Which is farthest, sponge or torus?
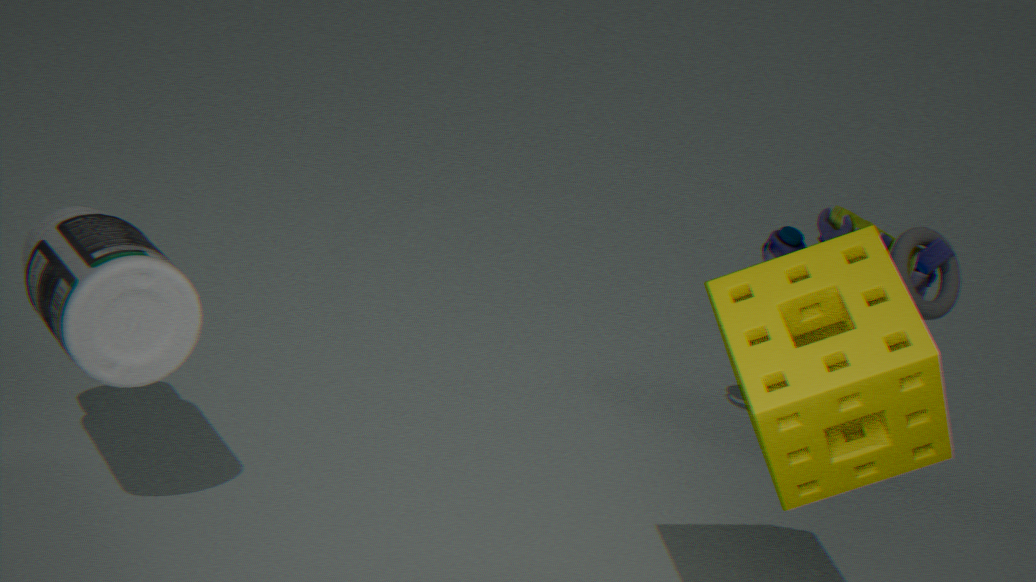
torus
